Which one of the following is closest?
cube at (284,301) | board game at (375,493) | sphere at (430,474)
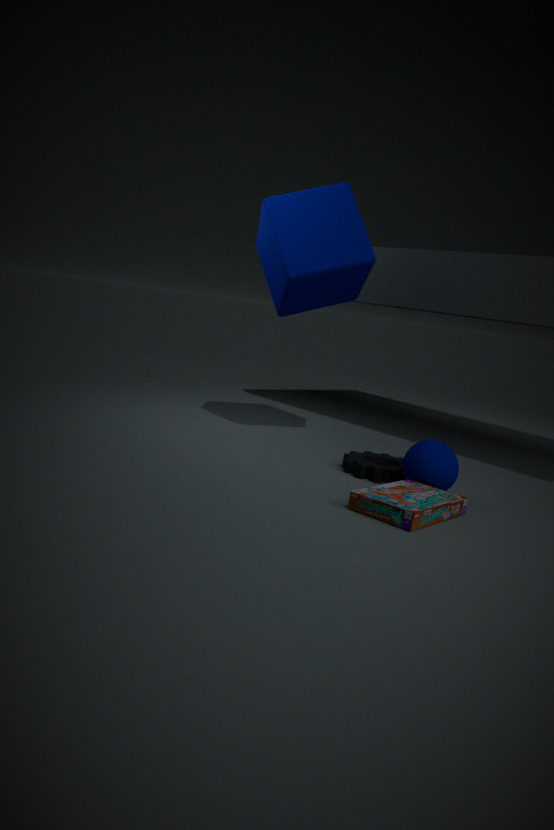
board game at (375,493)
